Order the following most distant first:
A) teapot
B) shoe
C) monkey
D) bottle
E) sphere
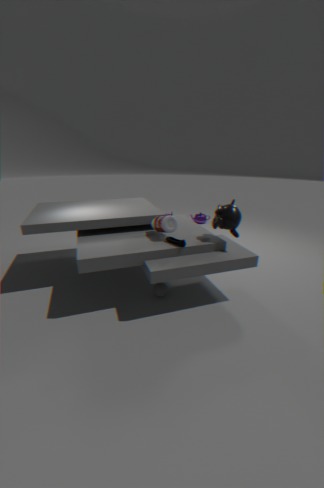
1. teapot
2. sphere
3. bottle
4. monkey
5. shoe
